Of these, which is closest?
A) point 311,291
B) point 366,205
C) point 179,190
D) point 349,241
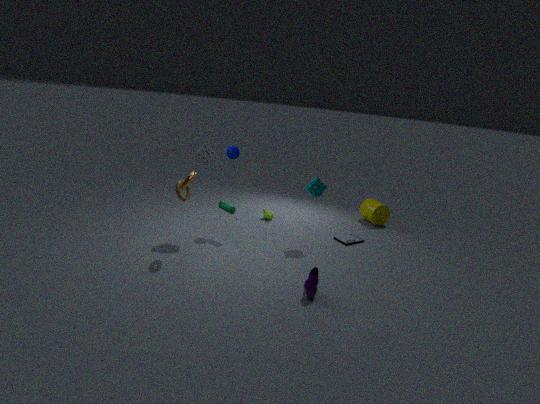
point 311,291
